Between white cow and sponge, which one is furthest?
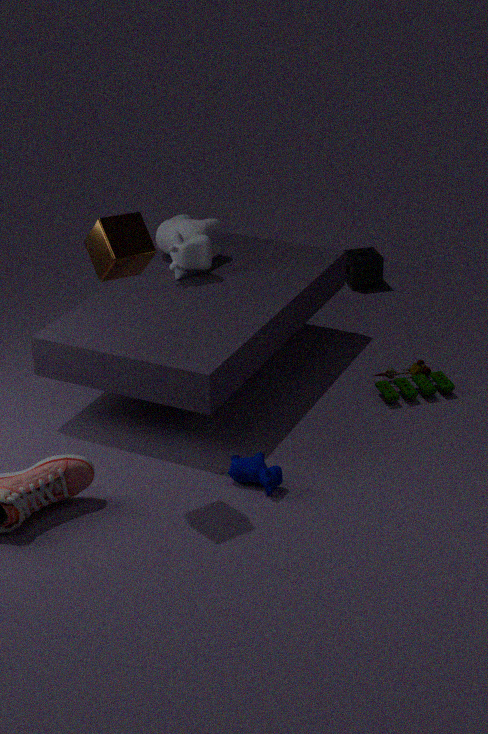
sponge
